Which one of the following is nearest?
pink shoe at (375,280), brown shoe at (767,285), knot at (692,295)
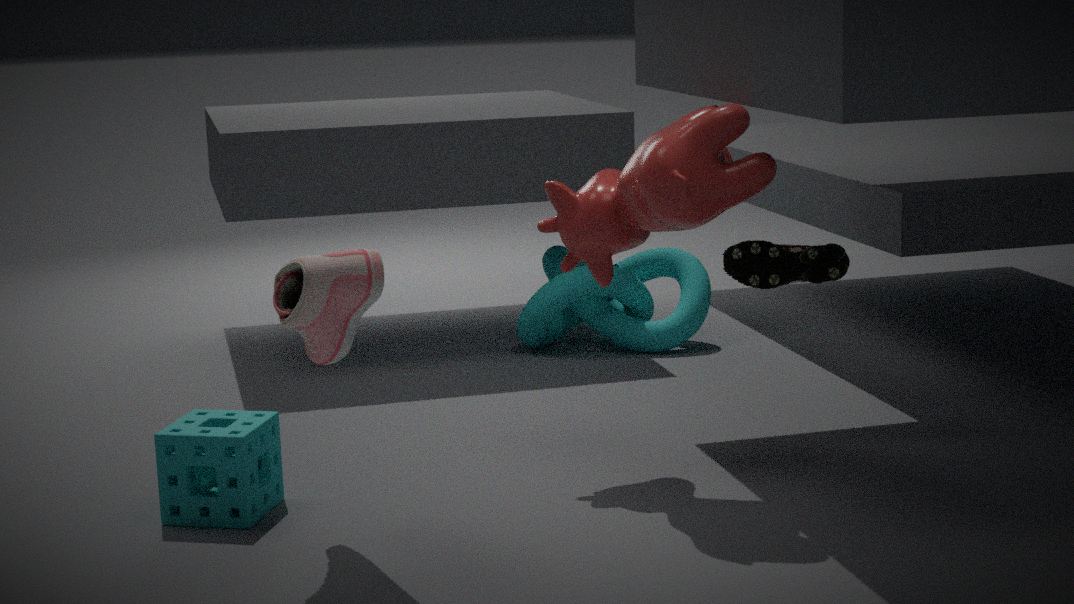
pink shoe at (375,280)
